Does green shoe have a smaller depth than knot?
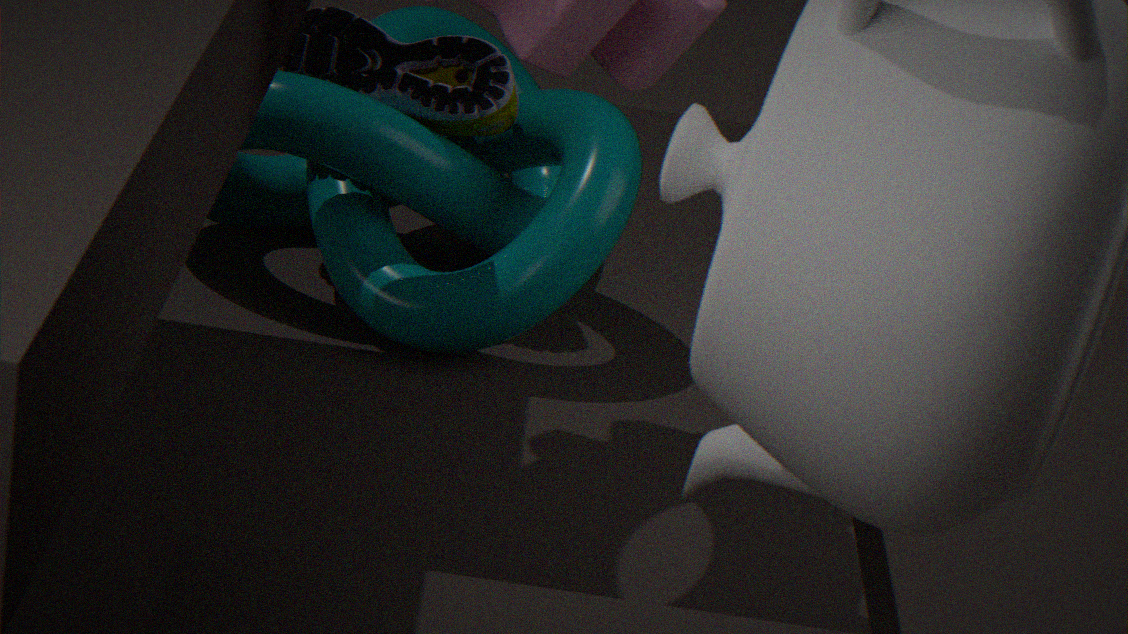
No
